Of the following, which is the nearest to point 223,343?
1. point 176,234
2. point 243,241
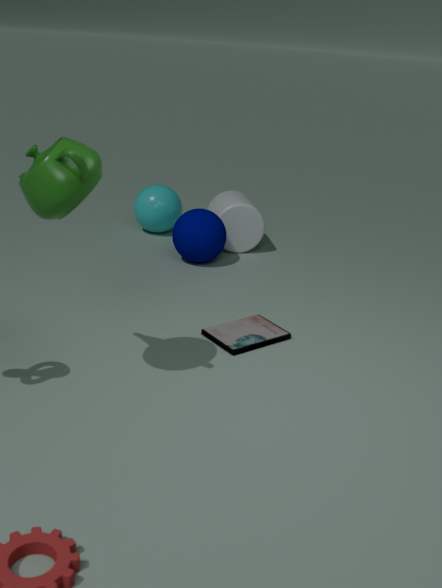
point 176,234
